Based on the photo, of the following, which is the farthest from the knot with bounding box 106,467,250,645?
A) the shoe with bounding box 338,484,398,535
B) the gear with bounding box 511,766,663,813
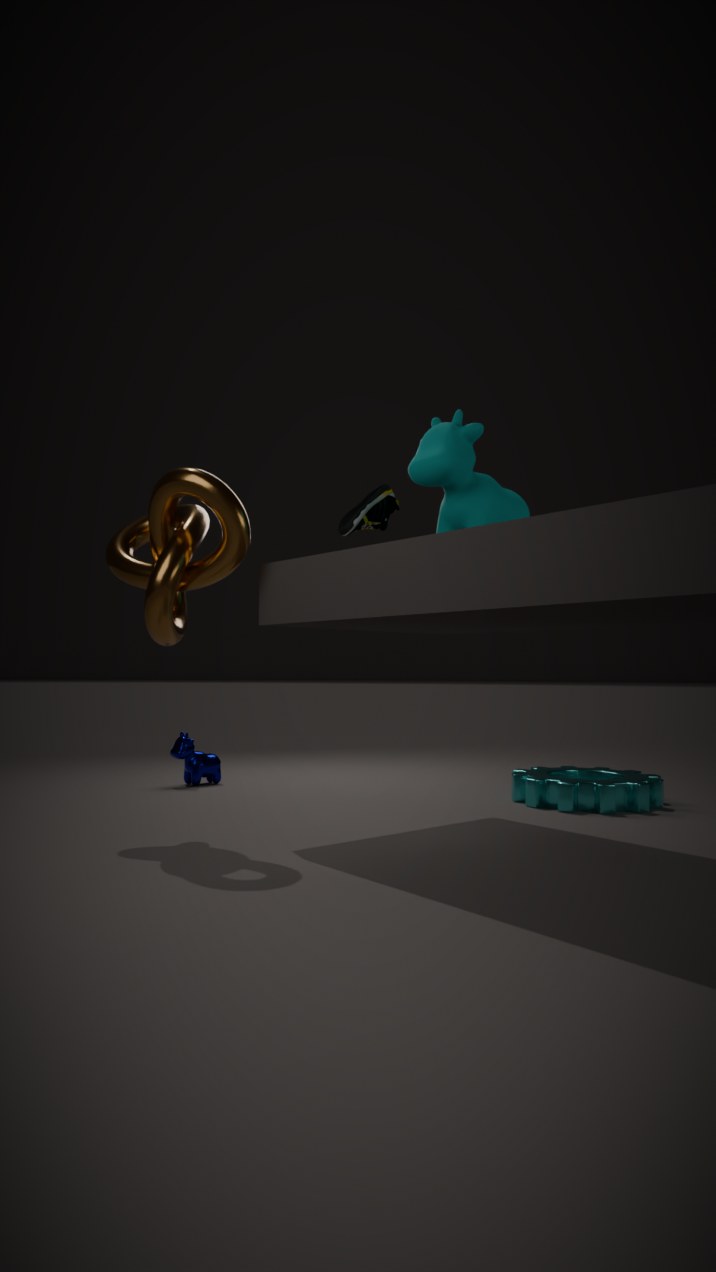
the gear with bounding box 511,766,663,813
